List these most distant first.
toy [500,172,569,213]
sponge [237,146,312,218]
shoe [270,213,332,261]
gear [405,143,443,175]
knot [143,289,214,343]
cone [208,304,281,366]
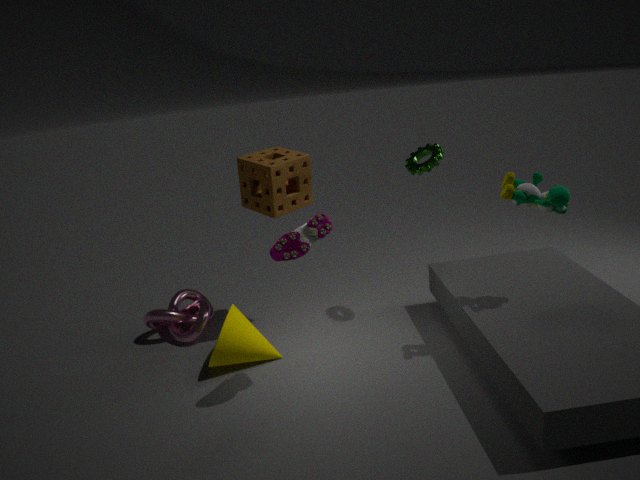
knot [143,289,214,343]
gear [405,143,443,175]
sponge [237,146,312,218]
cone [208,304,281,366]
toy [500,172,569,213]
shoe [270,213,332,261]
